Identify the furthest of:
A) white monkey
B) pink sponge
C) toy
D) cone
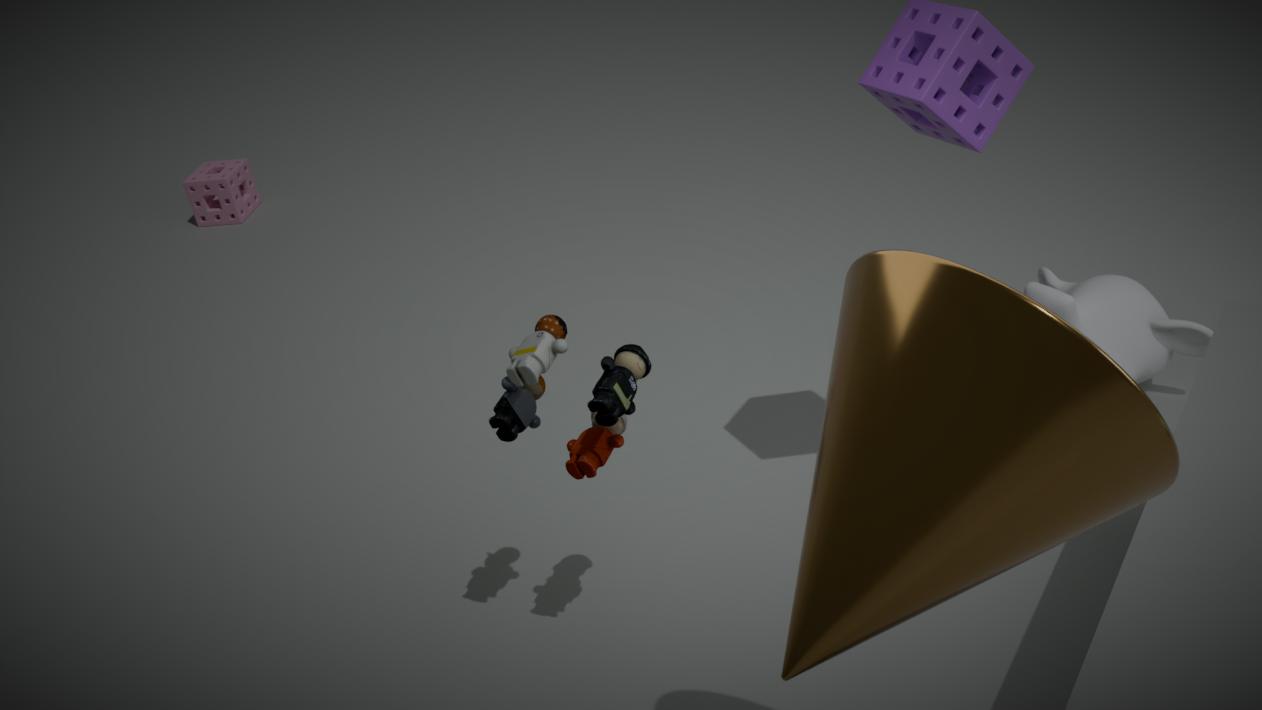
pink sponge
